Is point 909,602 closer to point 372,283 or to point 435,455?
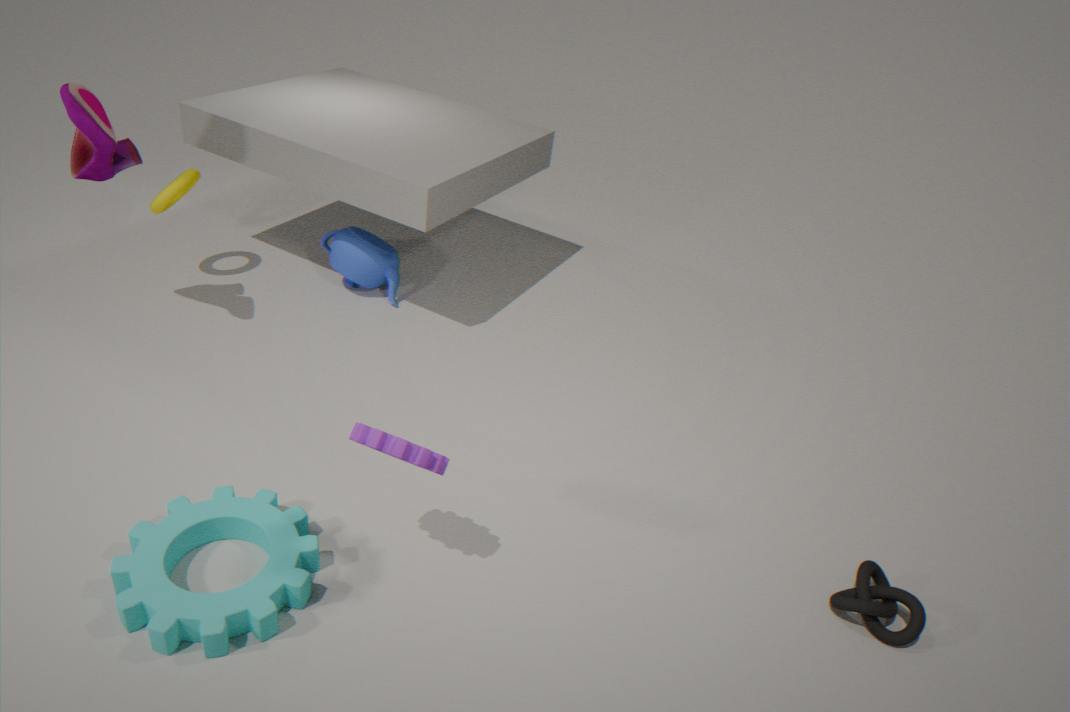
point 435,455
